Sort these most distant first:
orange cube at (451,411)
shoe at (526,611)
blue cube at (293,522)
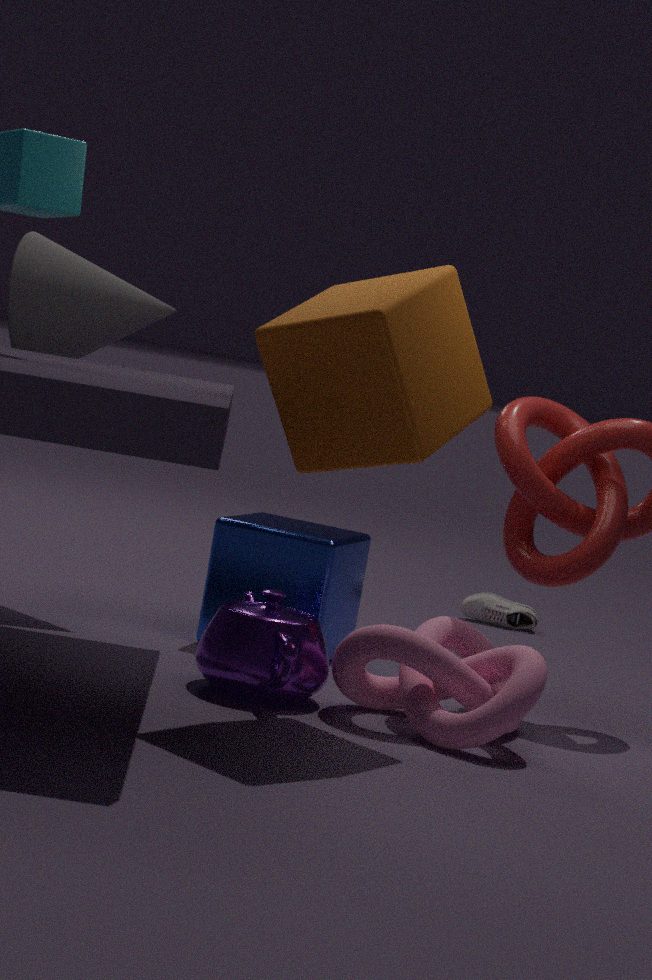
shoe at (526,611) → blue cube at (293,522) → orange cube at (451,411)
